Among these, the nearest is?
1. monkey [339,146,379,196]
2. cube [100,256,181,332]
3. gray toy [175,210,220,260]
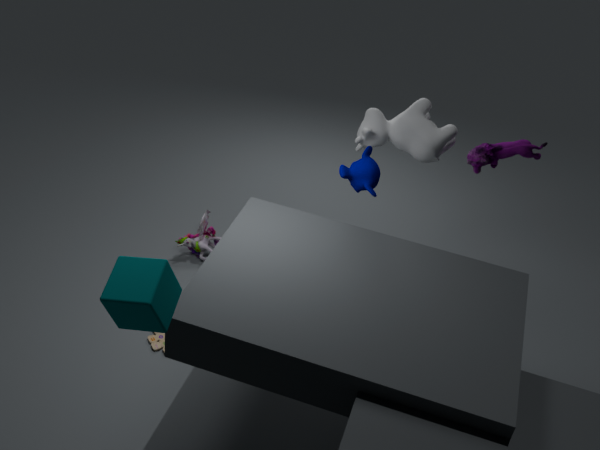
cube [100,256,181,332]
